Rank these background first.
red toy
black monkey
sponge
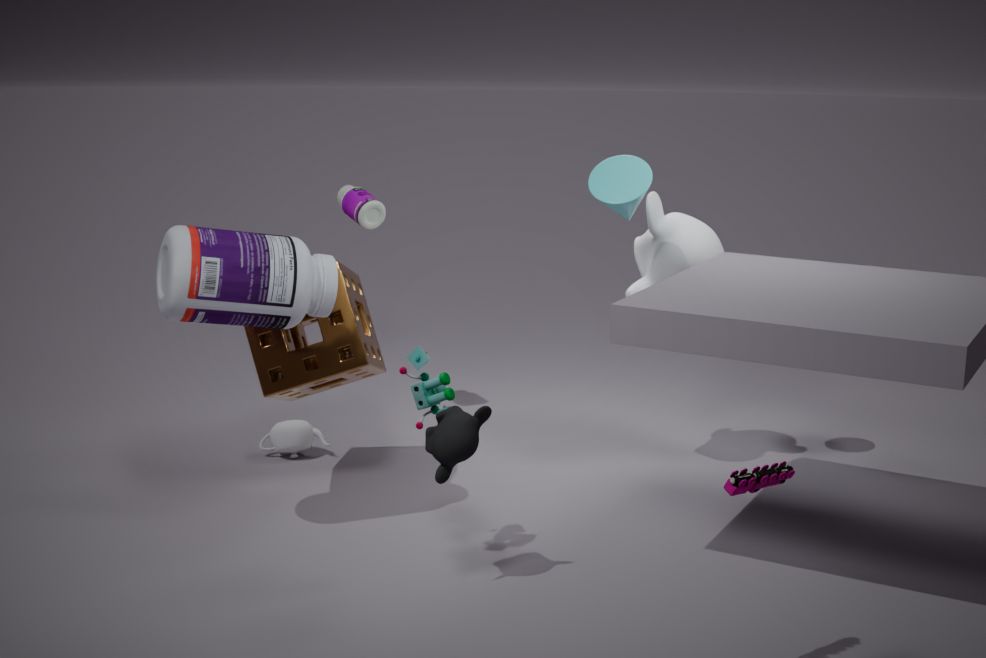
1. sponge
2. black monkey
3. red toy
